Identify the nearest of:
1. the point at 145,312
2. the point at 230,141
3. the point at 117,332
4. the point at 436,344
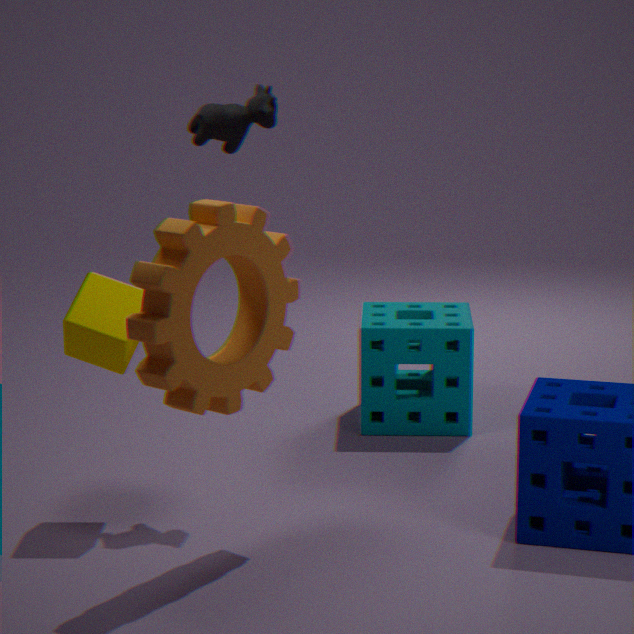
the point at 145,312
